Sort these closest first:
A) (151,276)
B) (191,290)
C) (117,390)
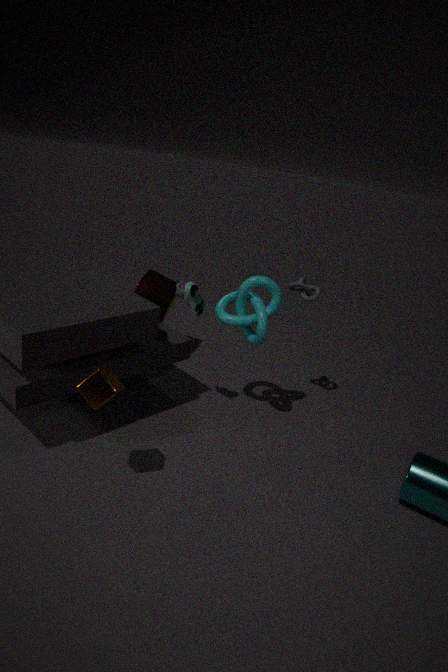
(117,390) → (191,290) → (151,276)
